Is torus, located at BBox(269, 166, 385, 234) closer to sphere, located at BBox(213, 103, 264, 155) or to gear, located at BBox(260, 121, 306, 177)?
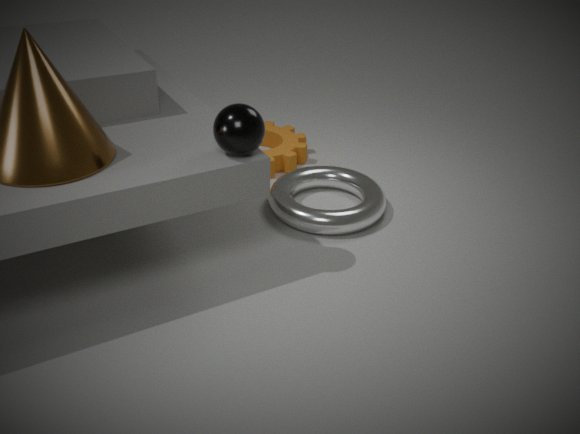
gear, located at BBox(260, 121, 306, 177)
